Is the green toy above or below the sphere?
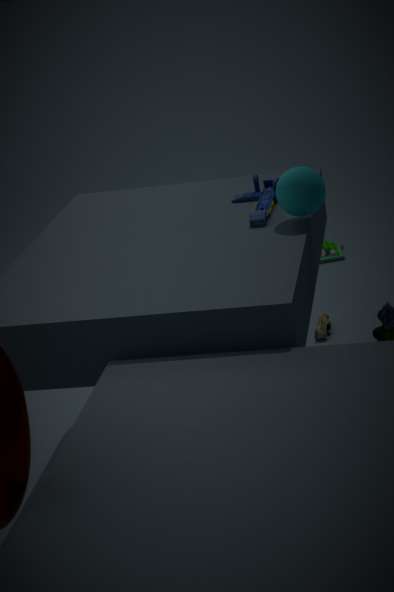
below
